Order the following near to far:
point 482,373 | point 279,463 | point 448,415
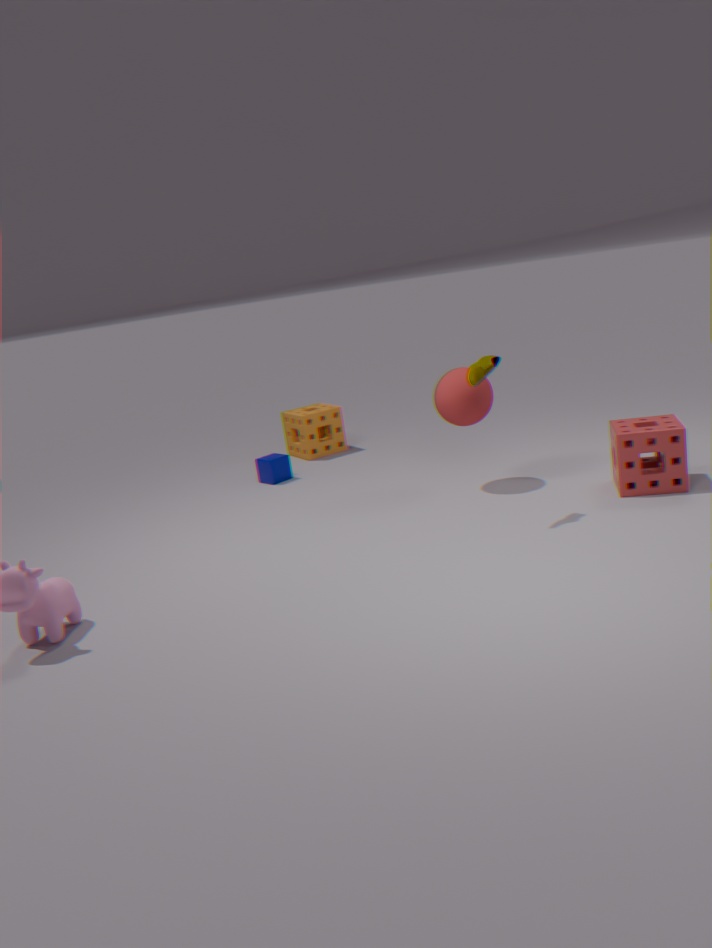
point 482,373 < point 448,415 < point 279,463
